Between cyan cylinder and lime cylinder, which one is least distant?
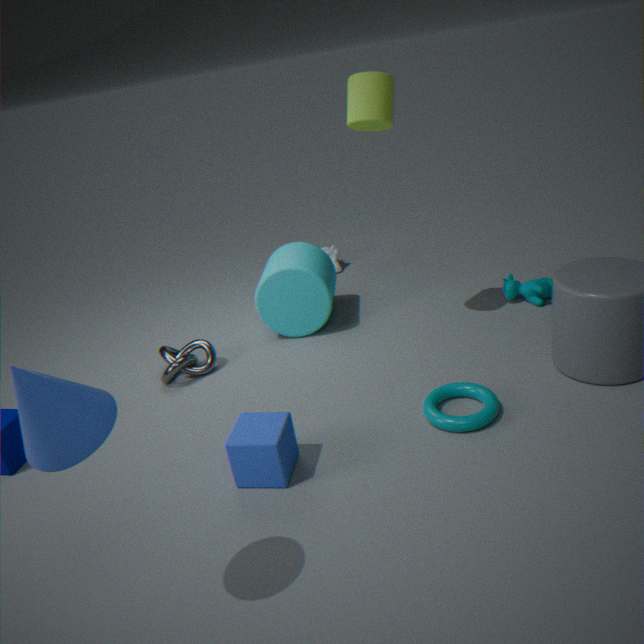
lime cylinder
